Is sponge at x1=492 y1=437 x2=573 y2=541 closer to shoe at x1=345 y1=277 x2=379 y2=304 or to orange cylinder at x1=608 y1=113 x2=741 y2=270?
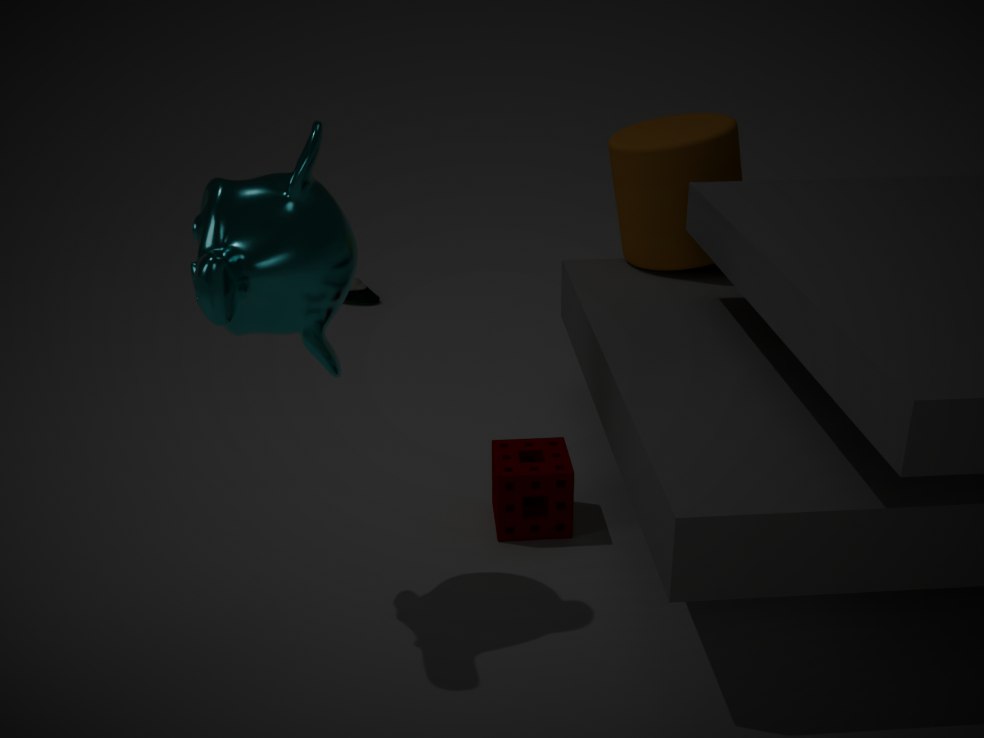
orange cylinder at x1=608 y1=113 x2=741 y2=270
